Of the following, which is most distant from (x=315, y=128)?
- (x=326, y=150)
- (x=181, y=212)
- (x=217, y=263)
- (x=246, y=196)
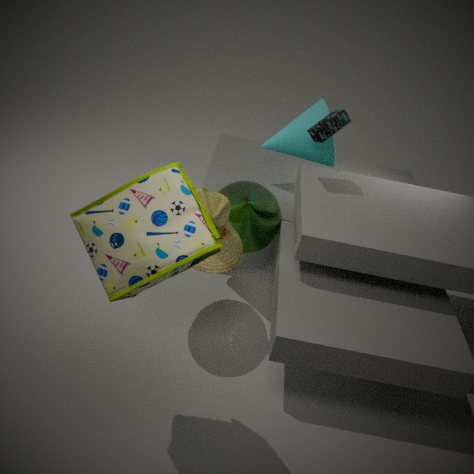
(x=181, y=212)
